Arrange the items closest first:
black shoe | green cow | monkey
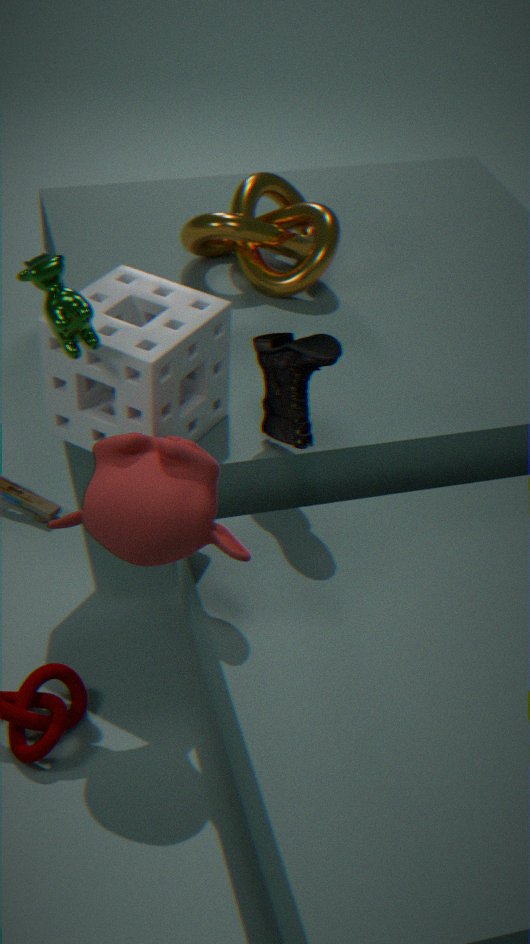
monkey
green cow
black shoe
